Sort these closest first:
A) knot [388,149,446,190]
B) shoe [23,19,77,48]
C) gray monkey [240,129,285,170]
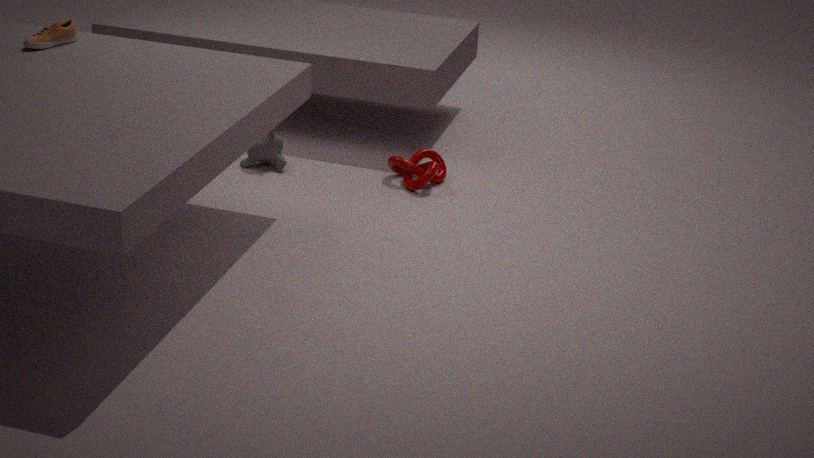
shoe [23,19,77,48]
knot [388,149,446,190]
gray monkey [240,129,285,170]
